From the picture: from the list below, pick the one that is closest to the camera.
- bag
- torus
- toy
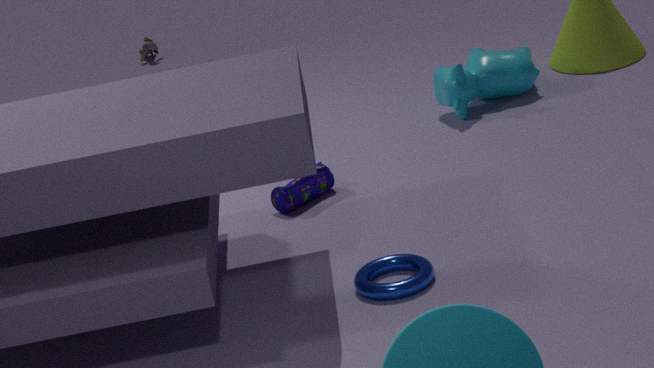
torus
